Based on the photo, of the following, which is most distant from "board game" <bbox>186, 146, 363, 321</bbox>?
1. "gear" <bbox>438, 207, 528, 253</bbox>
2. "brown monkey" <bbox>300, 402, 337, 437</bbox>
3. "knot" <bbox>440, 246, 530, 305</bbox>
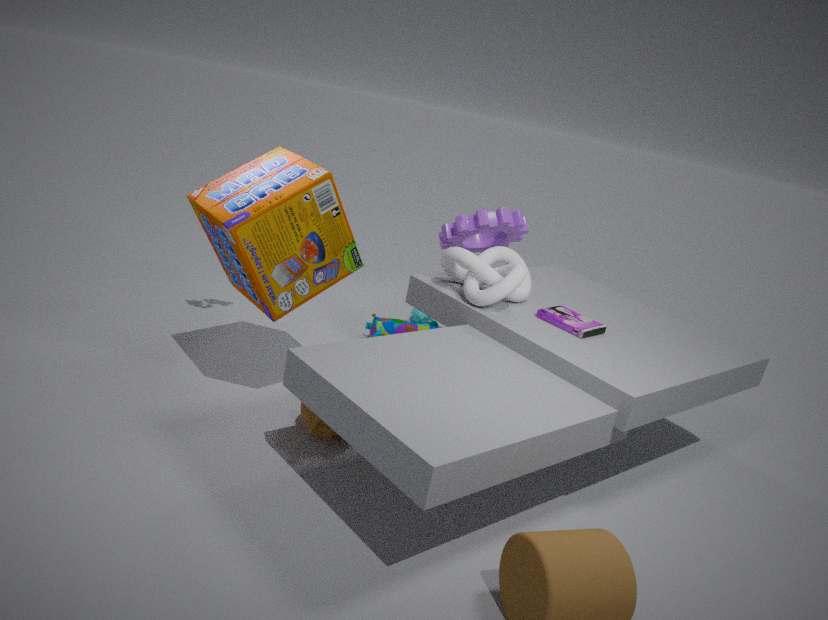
"gear" <bbox>438, 207, 528, 253</bbox>
